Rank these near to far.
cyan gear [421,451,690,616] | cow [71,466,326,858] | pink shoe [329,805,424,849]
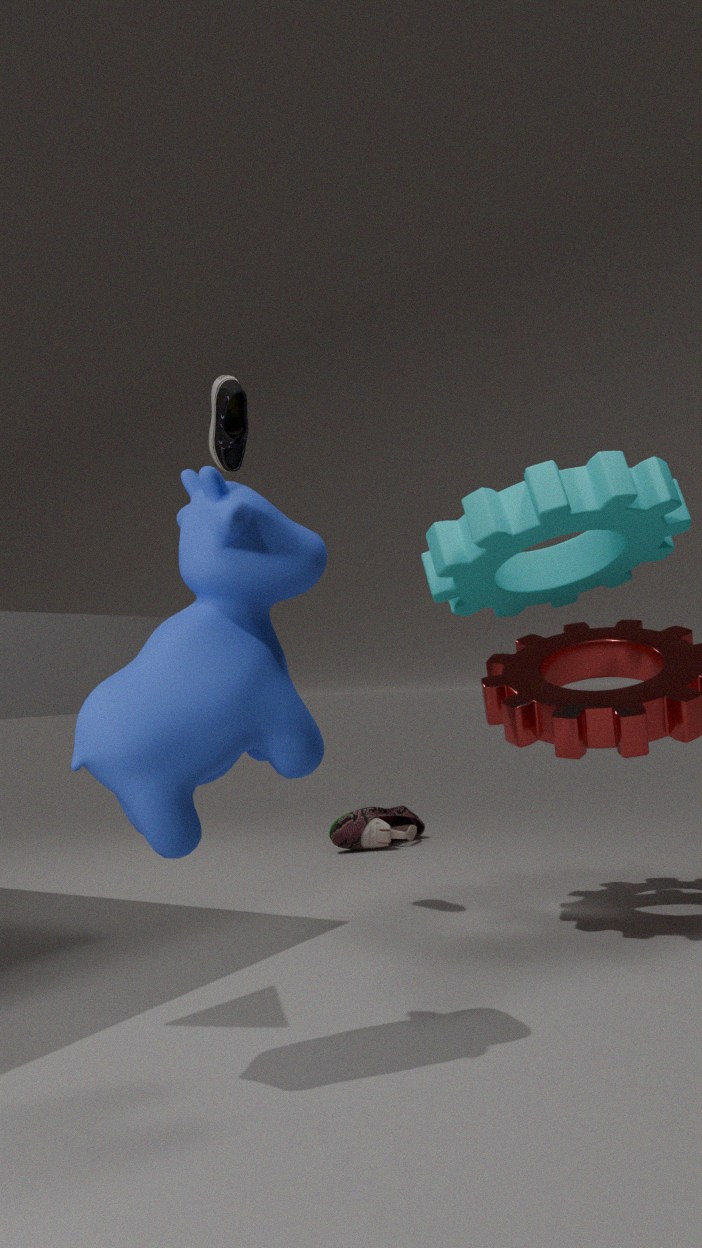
cow [71,466,326,858] → cyan gear [421,451,690,616] → pink shoe [329,805,424,849]
